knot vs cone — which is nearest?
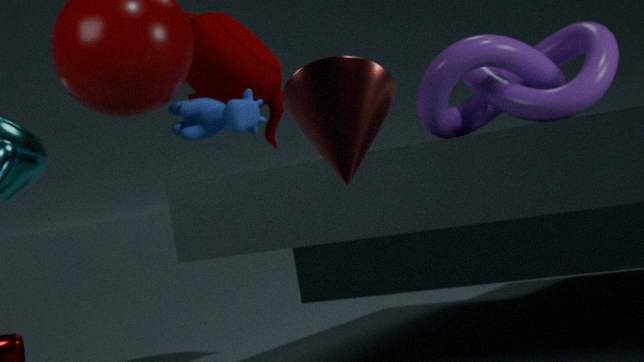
cone
